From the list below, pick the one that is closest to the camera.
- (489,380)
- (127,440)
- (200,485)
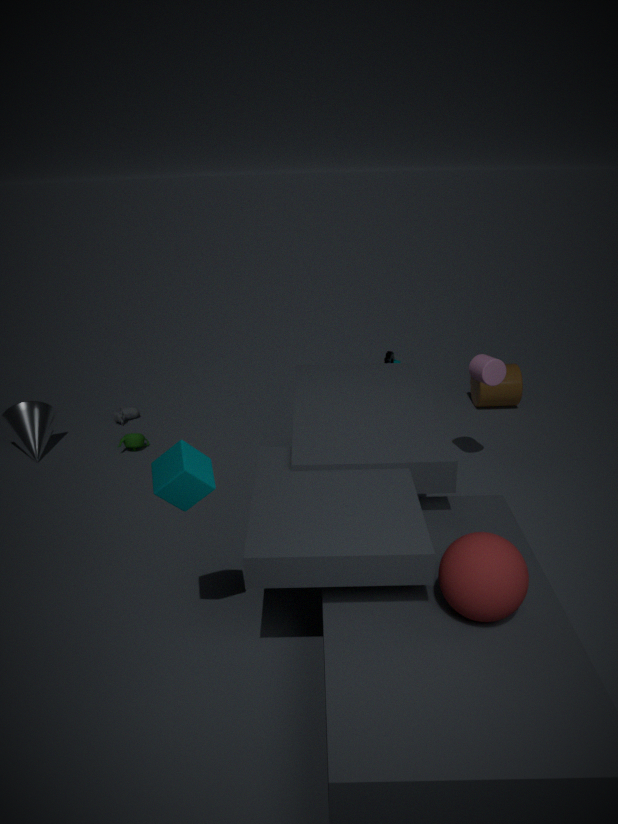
(200,485)
